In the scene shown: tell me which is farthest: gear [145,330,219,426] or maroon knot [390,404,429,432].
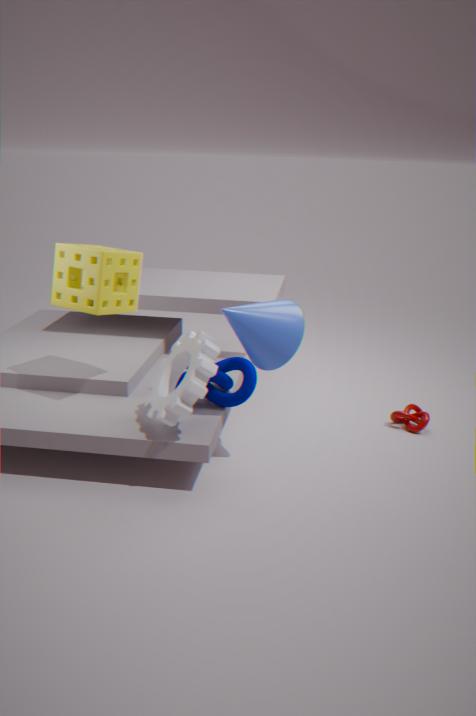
maroon knot [390,404,429,432]
